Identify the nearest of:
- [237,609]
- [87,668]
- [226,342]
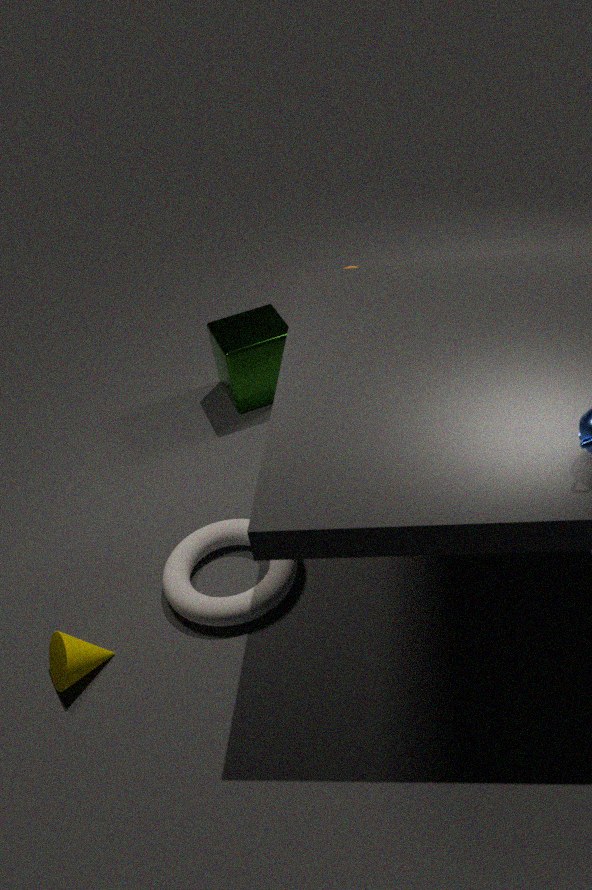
[87,668]
